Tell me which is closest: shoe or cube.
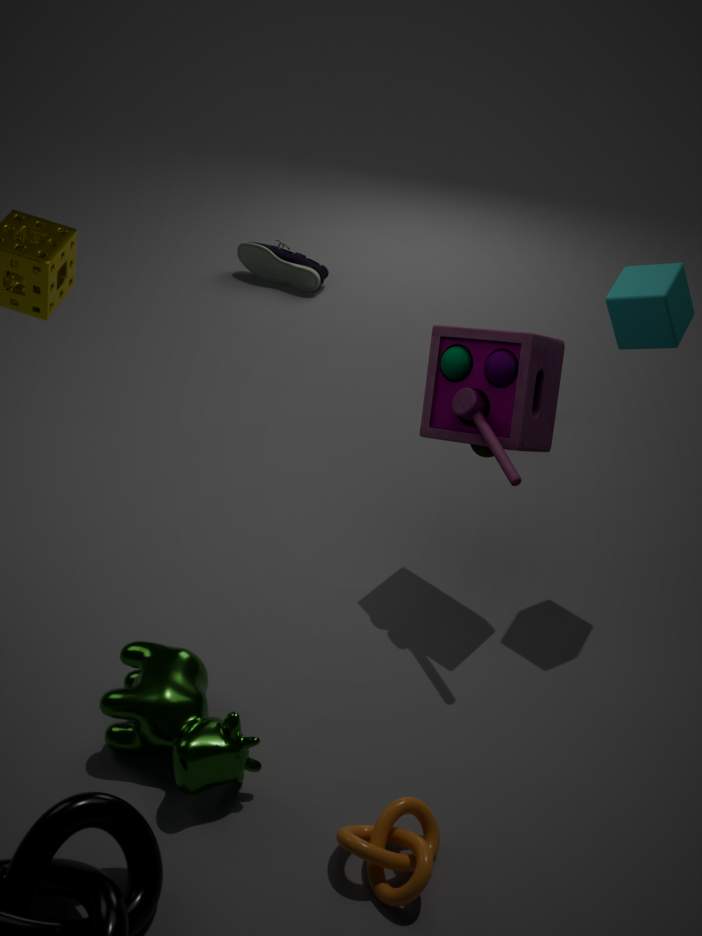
cube
